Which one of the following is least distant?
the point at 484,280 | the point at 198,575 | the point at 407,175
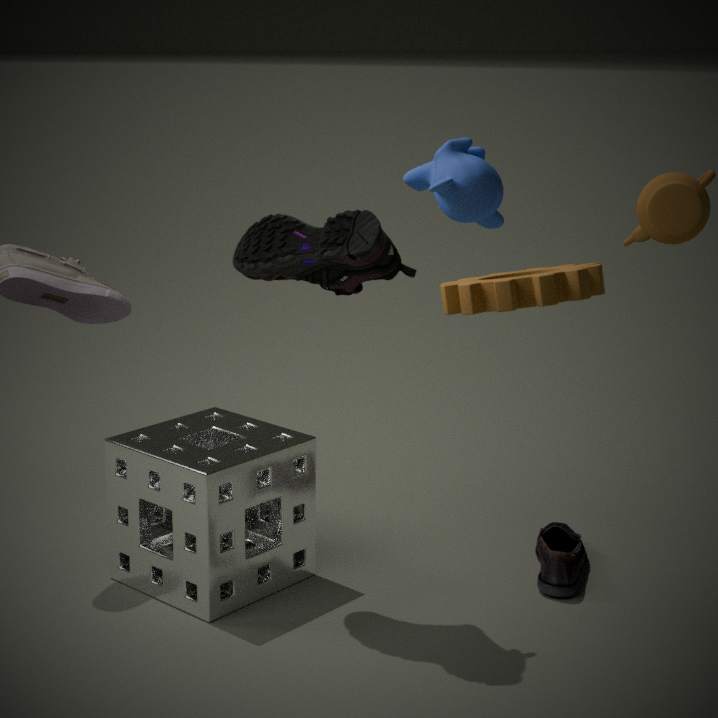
the point at 484,280
